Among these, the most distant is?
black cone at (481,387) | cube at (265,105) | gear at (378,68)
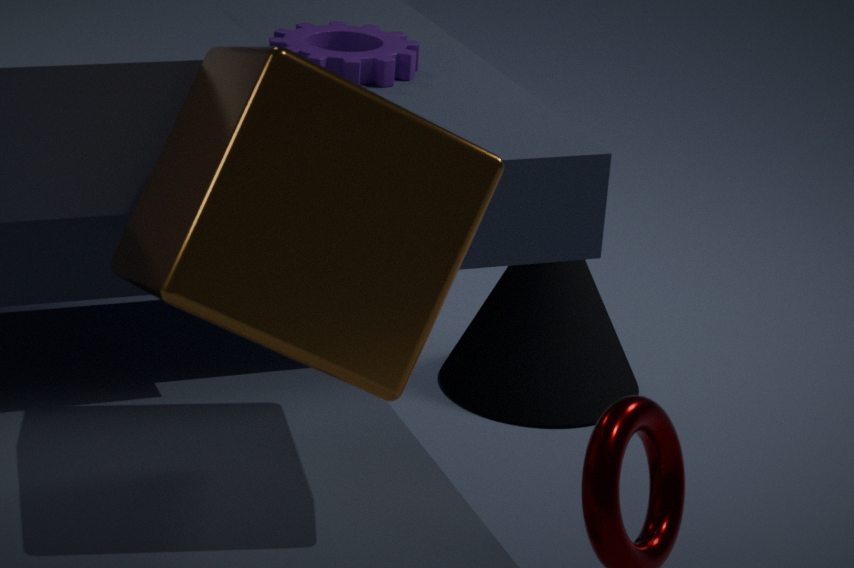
Result: black cone at (481,387)
